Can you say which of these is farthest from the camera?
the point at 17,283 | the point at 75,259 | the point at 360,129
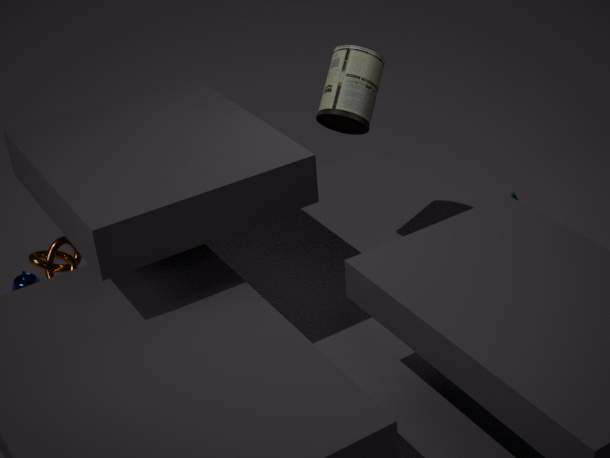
the point at 17,283
